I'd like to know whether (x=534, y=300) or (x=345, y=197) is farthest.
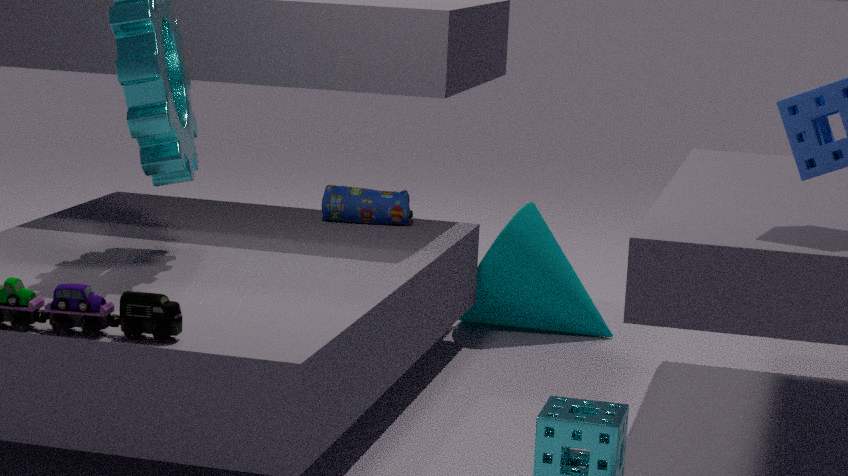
(x=534, y=300)
